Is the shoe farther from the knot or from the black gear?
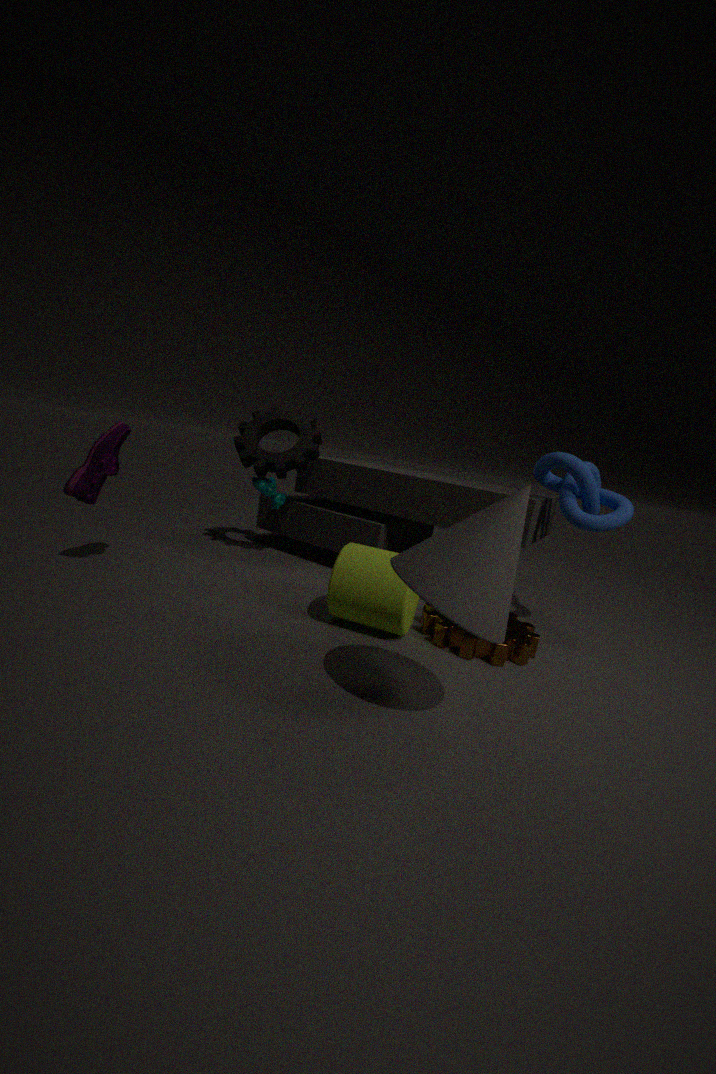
the knot
